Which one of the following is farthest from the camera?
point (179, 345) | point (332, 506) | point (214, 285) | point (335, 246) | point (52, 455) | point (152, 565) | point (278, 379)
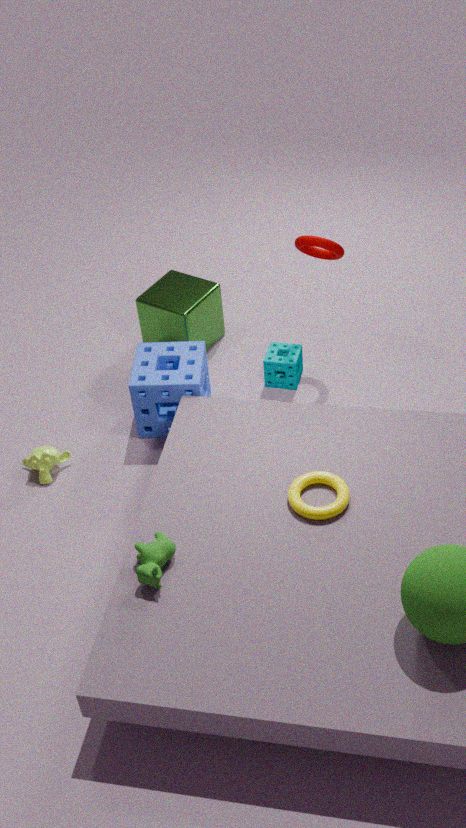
point (214, 285)
